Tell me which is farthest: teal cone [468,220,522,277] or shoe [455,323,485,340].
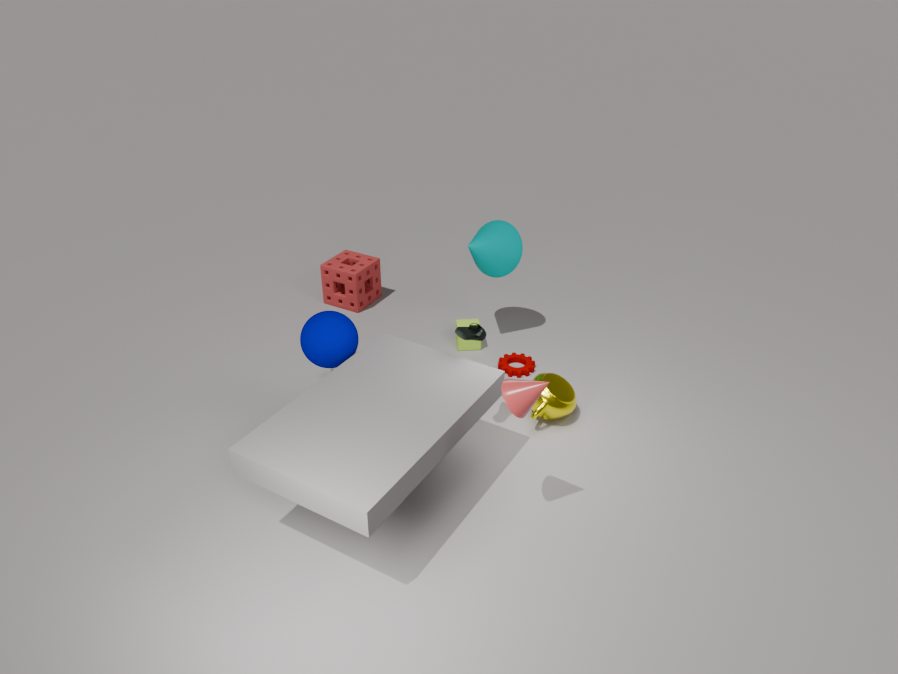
teal cone [468,220,522,277]
